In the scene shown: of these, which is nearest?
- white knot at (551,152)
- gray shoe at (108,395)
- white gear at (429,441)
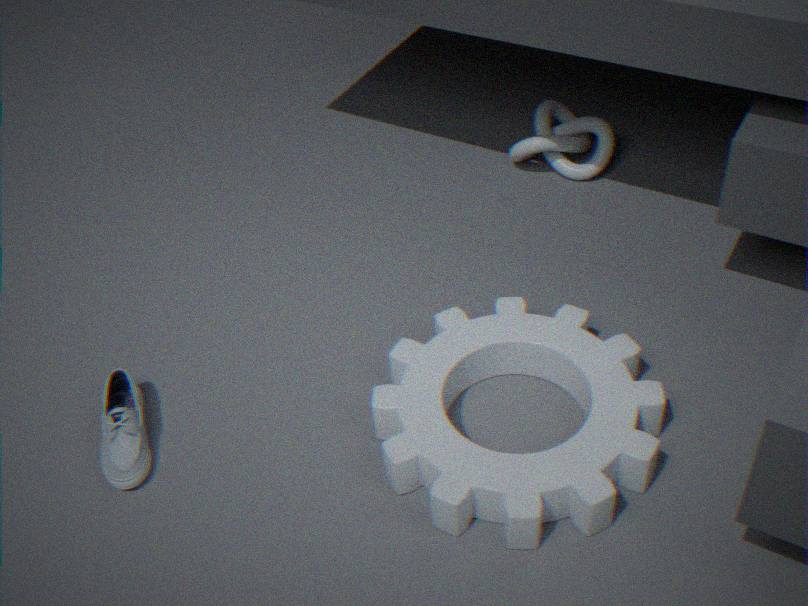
white gear at (429,441)
